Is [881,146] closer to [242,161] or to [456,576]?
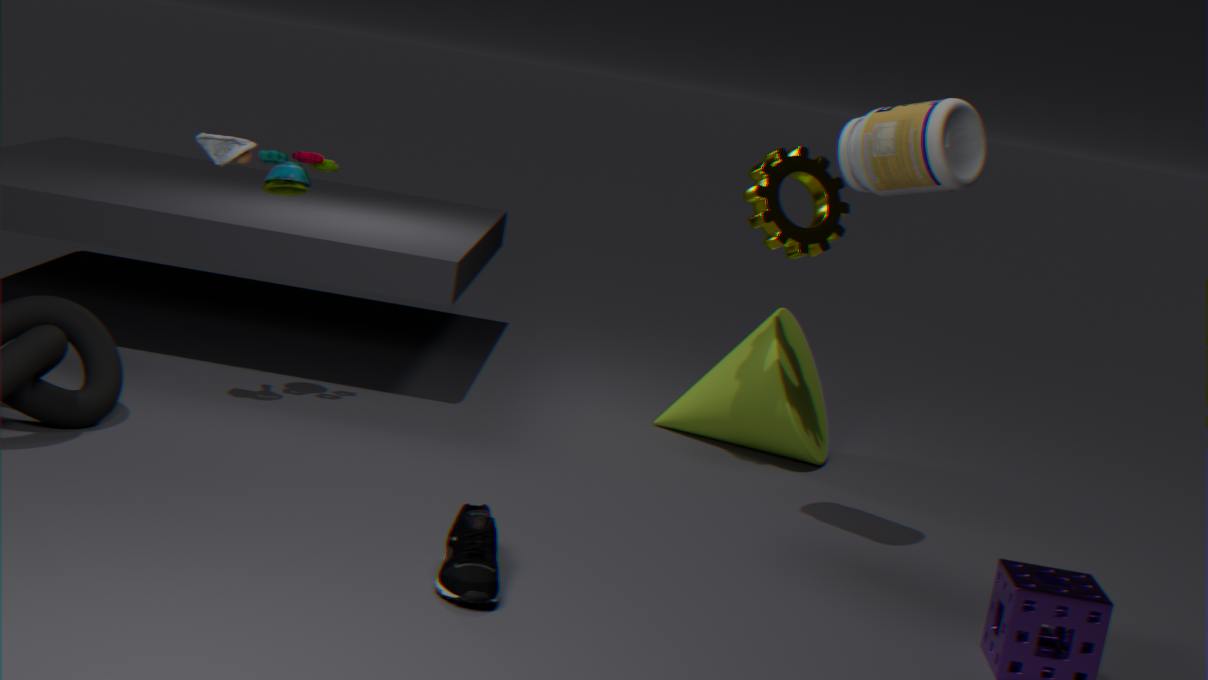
[456,576]
